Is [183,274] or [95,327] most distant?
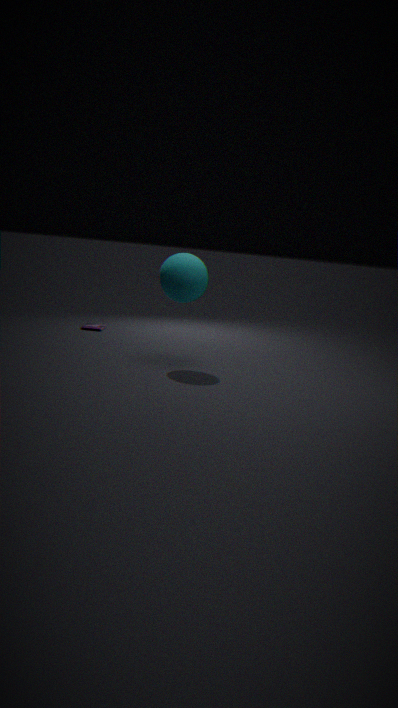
[95,327]
